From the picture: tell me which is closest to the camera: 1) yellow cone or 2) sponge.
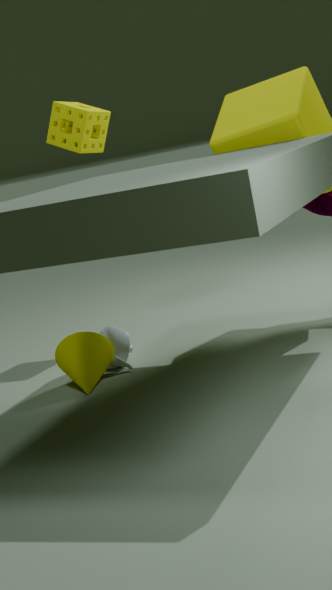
1. yellow cone
